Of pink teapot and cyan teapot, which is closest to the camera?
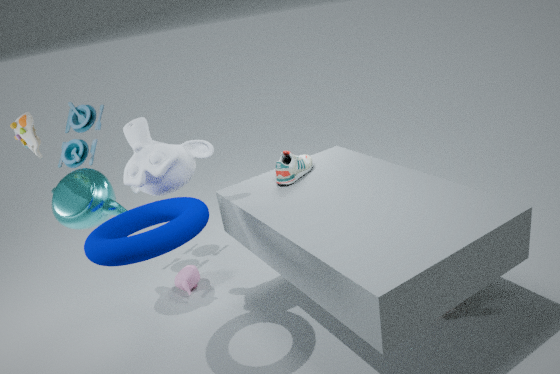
cyan teapot
